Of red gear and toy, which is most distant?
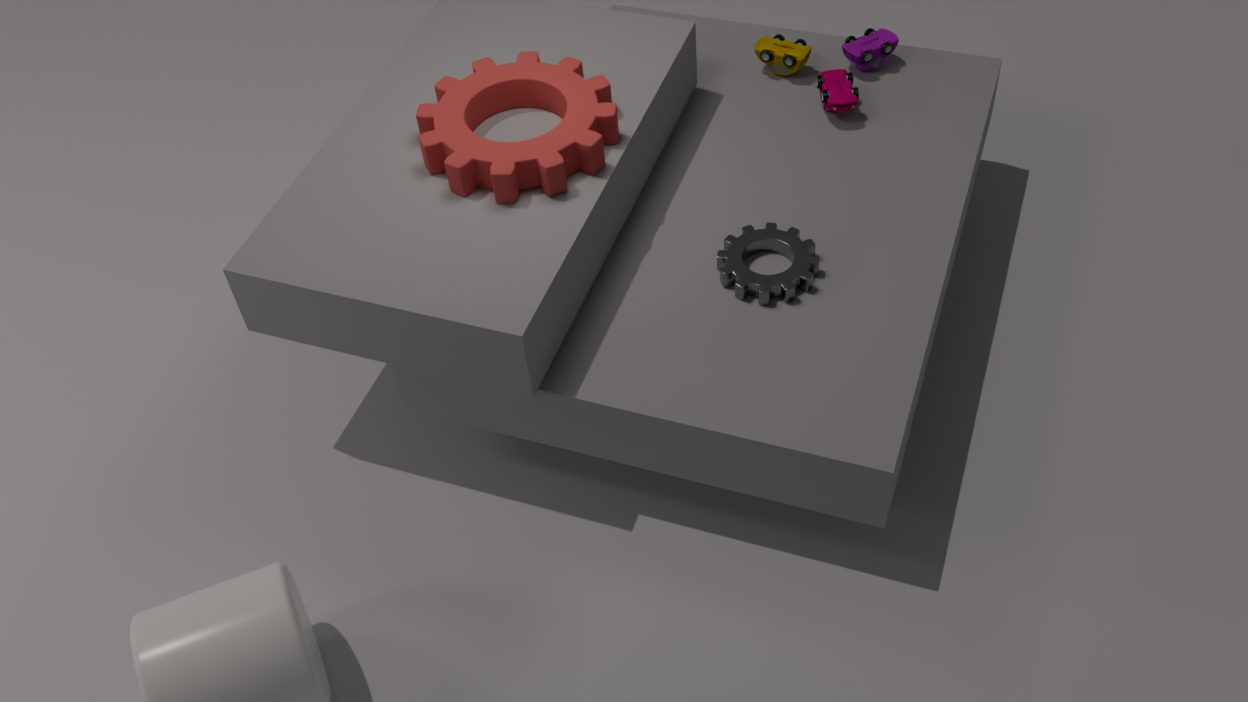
toy
